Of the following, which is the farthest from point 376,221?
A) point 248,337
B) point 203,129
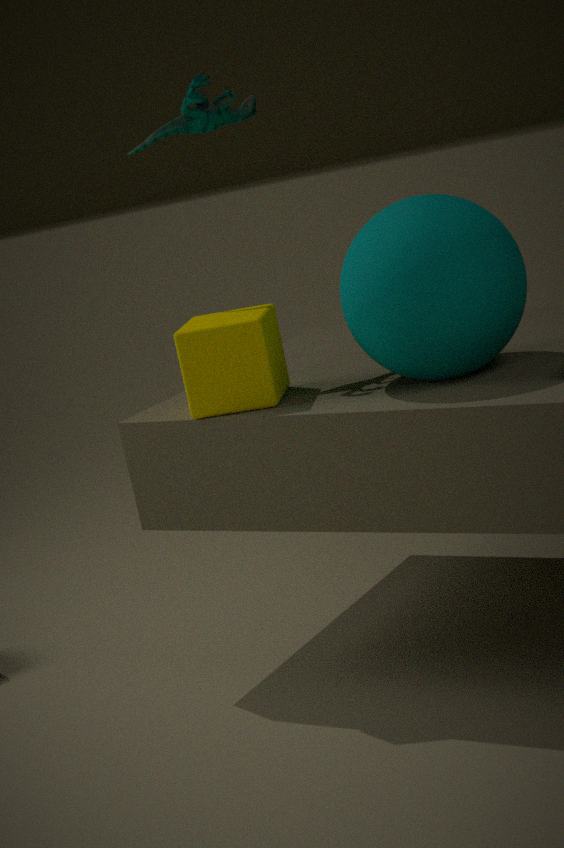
point 203,129
